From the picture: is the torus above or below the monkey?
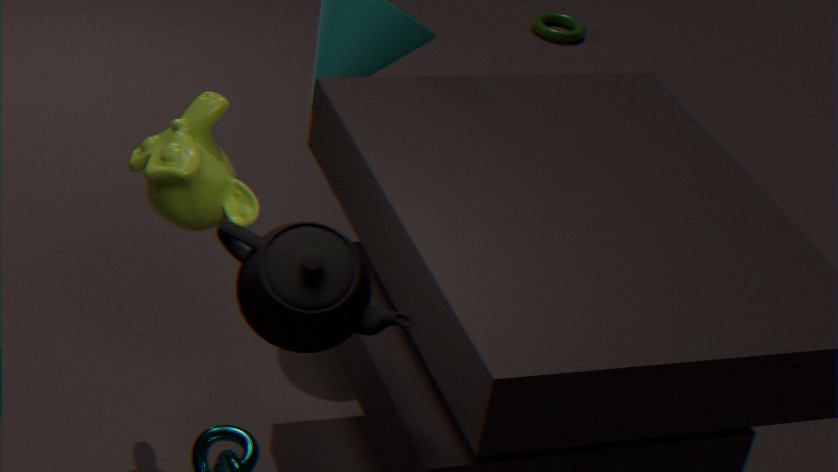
below
